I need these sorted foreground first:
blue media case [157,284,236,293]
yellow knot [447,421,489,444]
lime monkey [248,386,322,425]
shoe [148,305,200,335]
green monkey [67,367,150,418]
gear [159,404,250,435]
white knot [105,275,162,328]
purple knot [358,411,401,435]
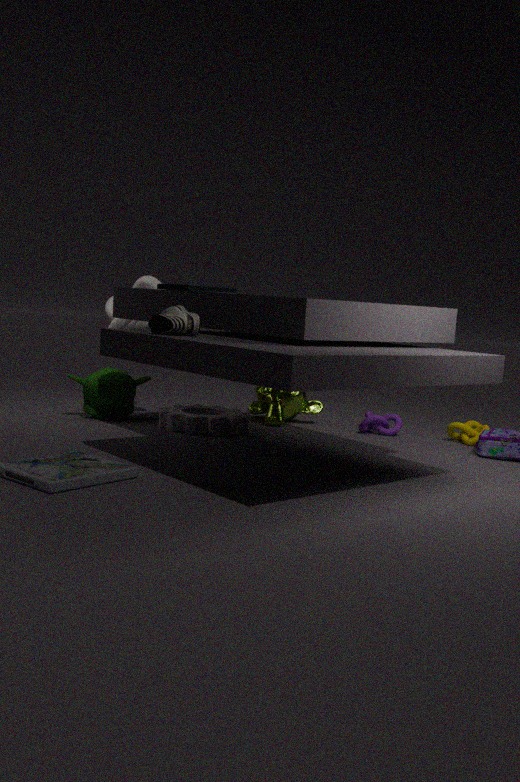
shoe [148,305,200,335]
blue media case [157,284,236,293]
gear [159,404,250,435]
yellow knot [447,421,489,444]
green monkey [67,367,150,418]
white knot [105,275,162,328]
purple knot [358,411,401,435]
lime monkey [248,386,322,425]
